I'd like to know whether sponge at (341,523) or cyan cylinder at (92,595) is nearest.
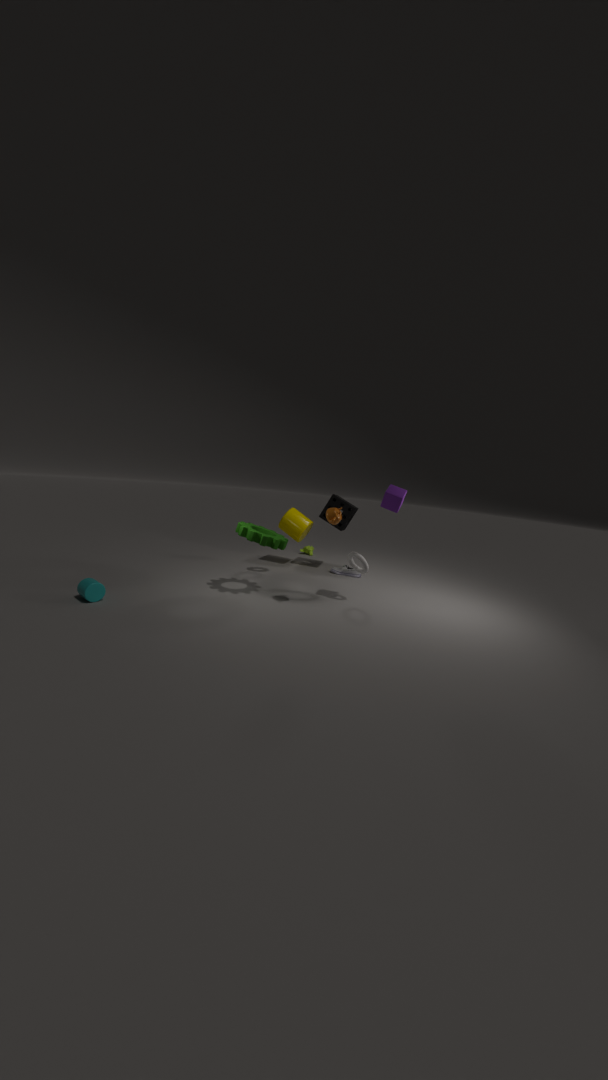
cyan cylinder at (92,595)
